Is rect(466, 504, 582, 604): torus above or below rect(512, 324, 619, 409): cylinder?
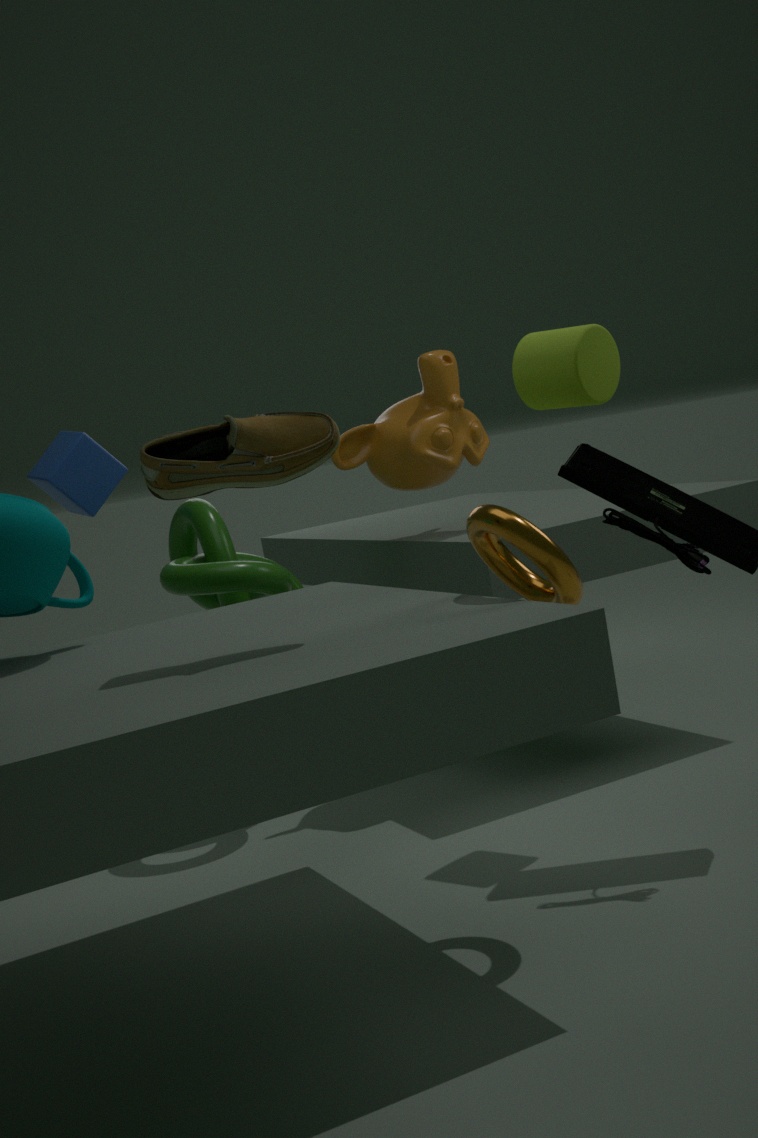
below
